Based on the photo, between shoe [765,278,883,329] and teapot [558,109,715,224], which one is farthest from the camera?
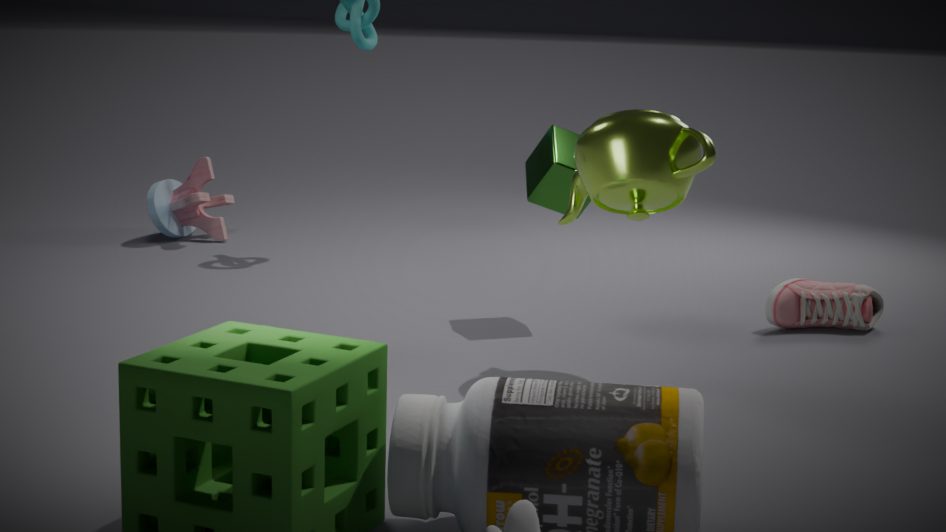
shoe [765,278,883,329]
